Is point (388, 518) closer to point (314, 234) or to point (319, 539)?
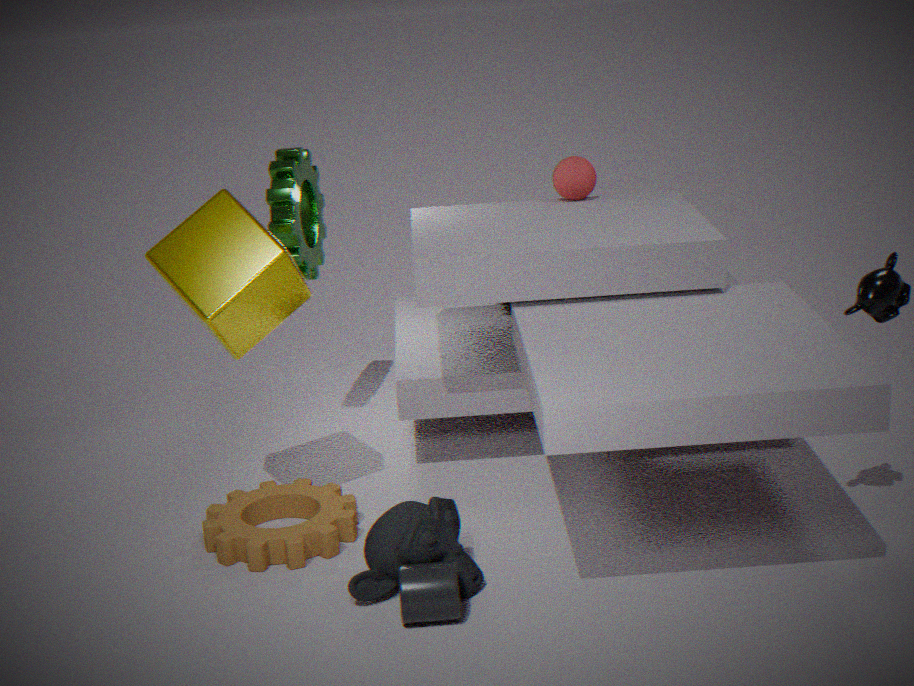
point (319, 539)
